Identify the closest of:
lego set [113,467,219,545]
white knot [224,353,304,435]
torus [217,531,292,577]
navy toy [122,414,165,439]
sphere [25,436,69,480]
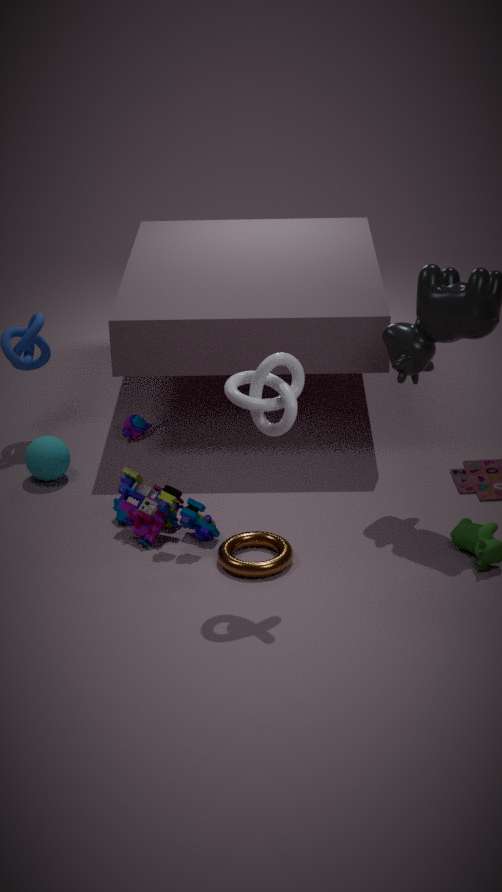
white knot [224,353,304,435]
